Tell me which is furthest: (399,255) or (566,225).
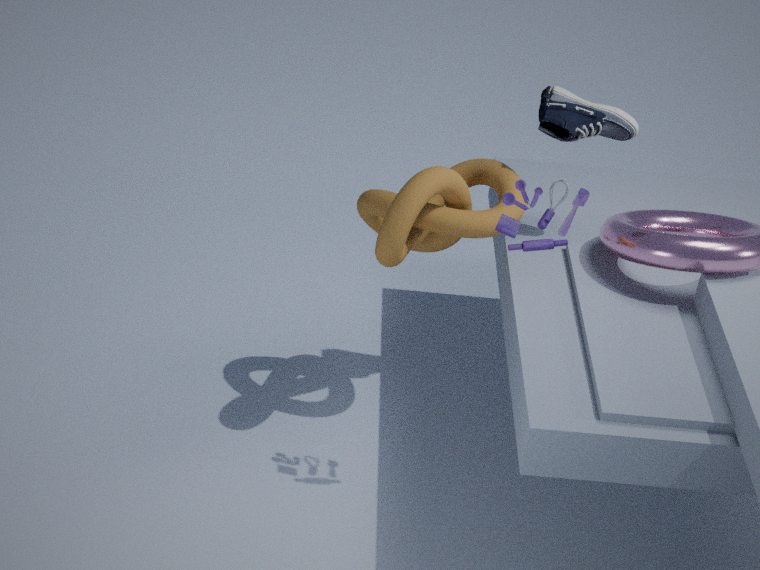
(399,255)
